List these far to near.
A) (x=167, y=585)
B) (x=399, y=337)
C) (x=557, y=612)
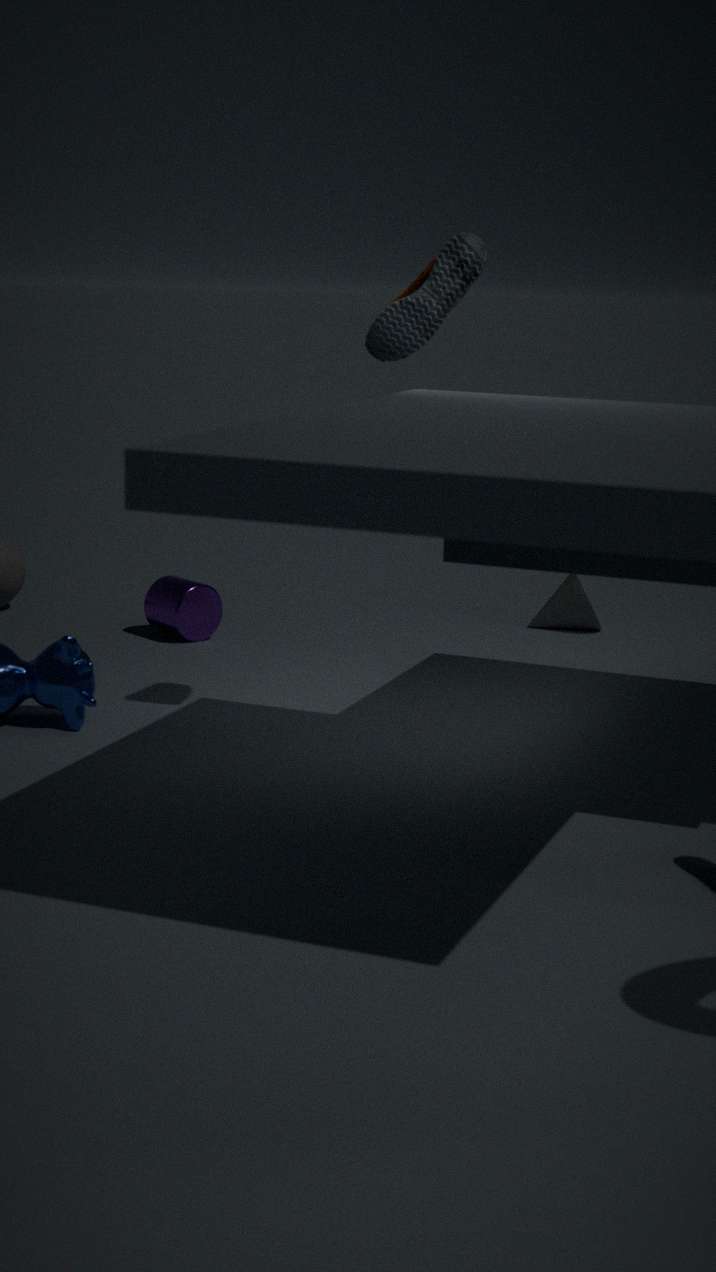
(x=557, y=612) < (x=167, y=585) < (x=399, y=337)
